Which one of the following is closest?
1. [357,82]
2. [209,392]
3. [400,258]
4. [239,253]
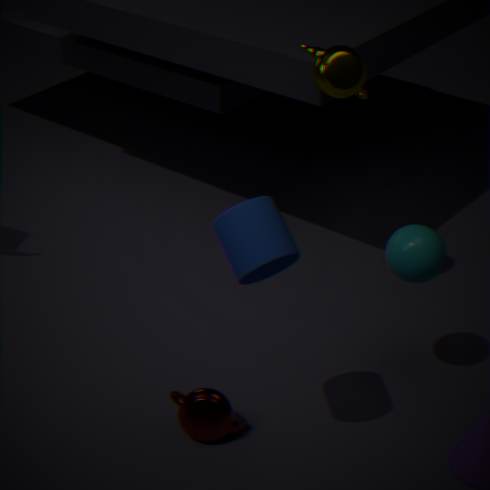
[239,253]
